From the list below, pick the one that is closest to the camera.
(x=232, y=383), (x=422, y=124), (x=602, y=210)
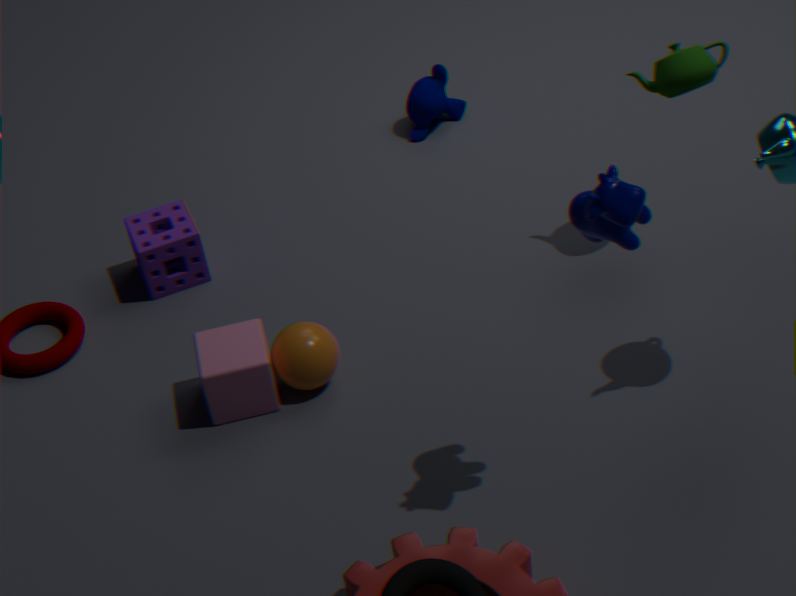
(x=602, y=210)
